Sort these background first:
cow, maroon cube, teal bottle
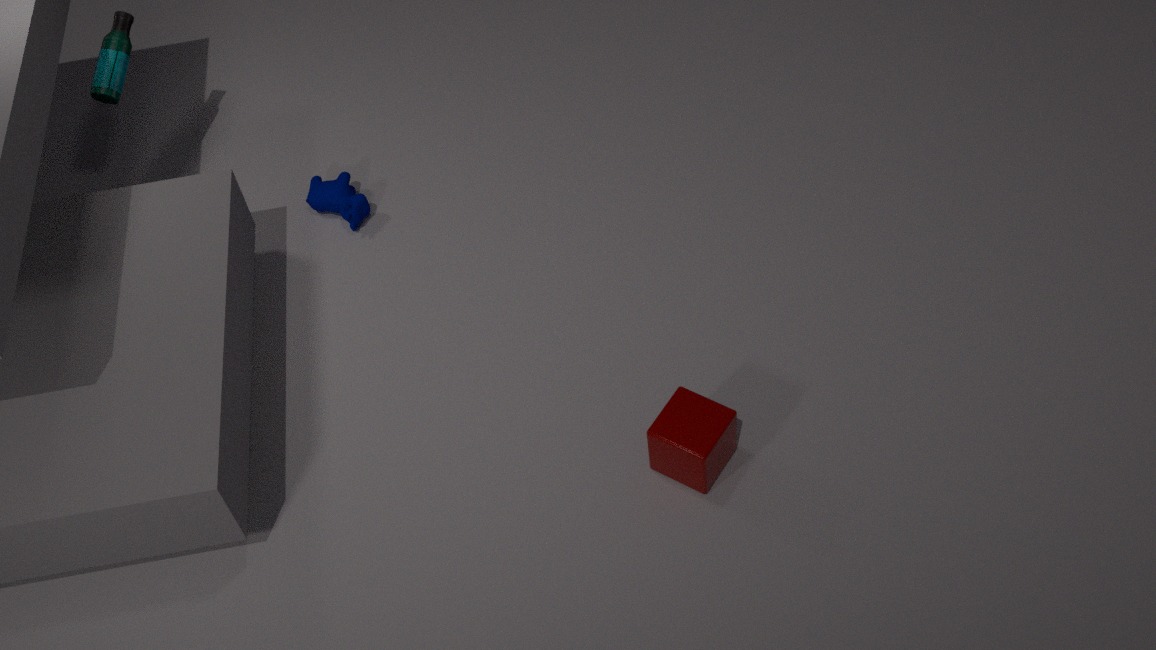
cow
teal bottle
maroon cube
